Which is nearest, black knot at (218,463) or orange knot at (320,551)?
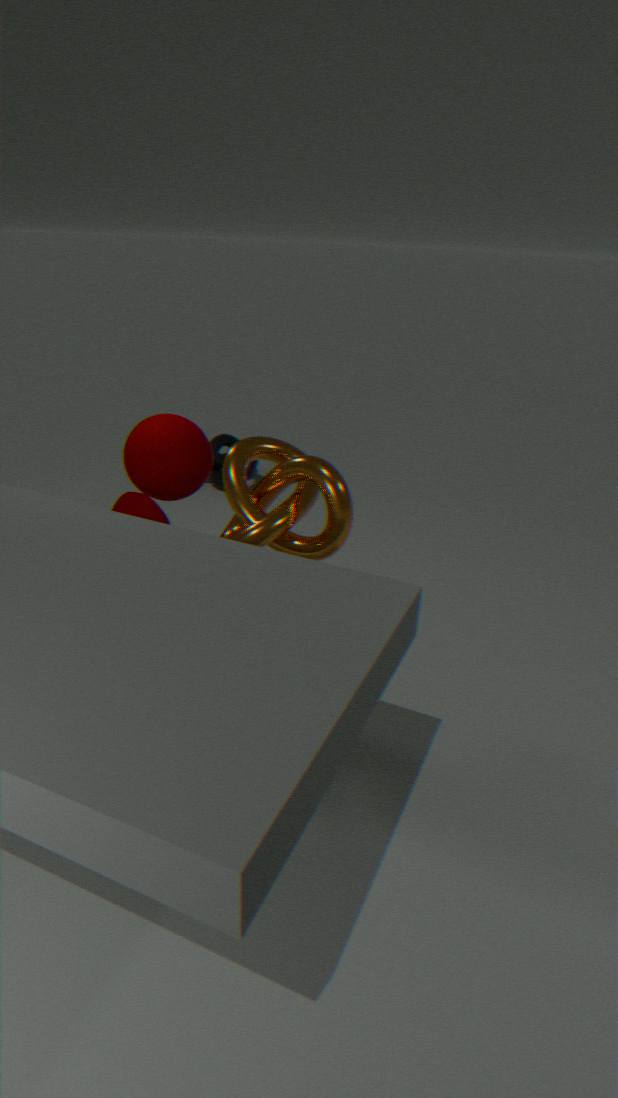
orange knot at (320,551)
